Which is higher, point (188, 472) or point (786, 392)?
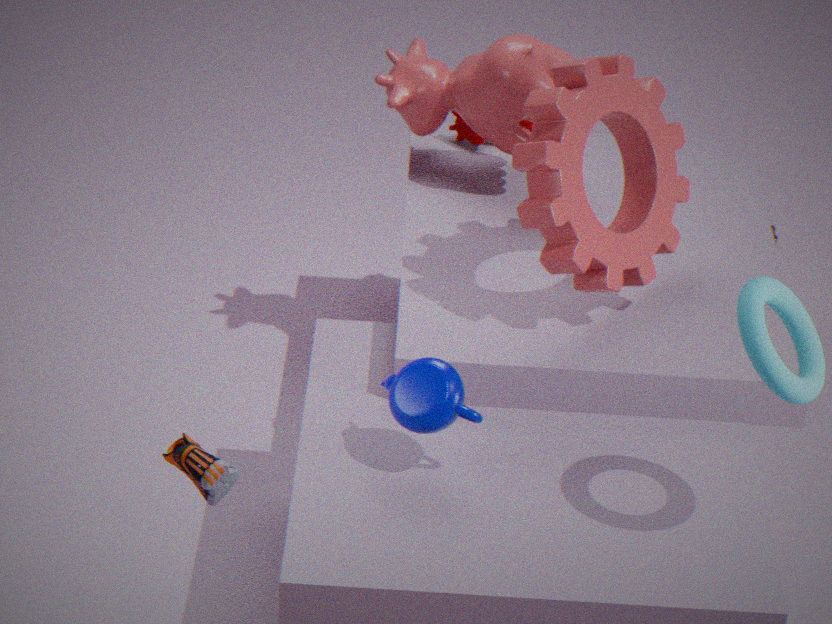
point (188, 472)
